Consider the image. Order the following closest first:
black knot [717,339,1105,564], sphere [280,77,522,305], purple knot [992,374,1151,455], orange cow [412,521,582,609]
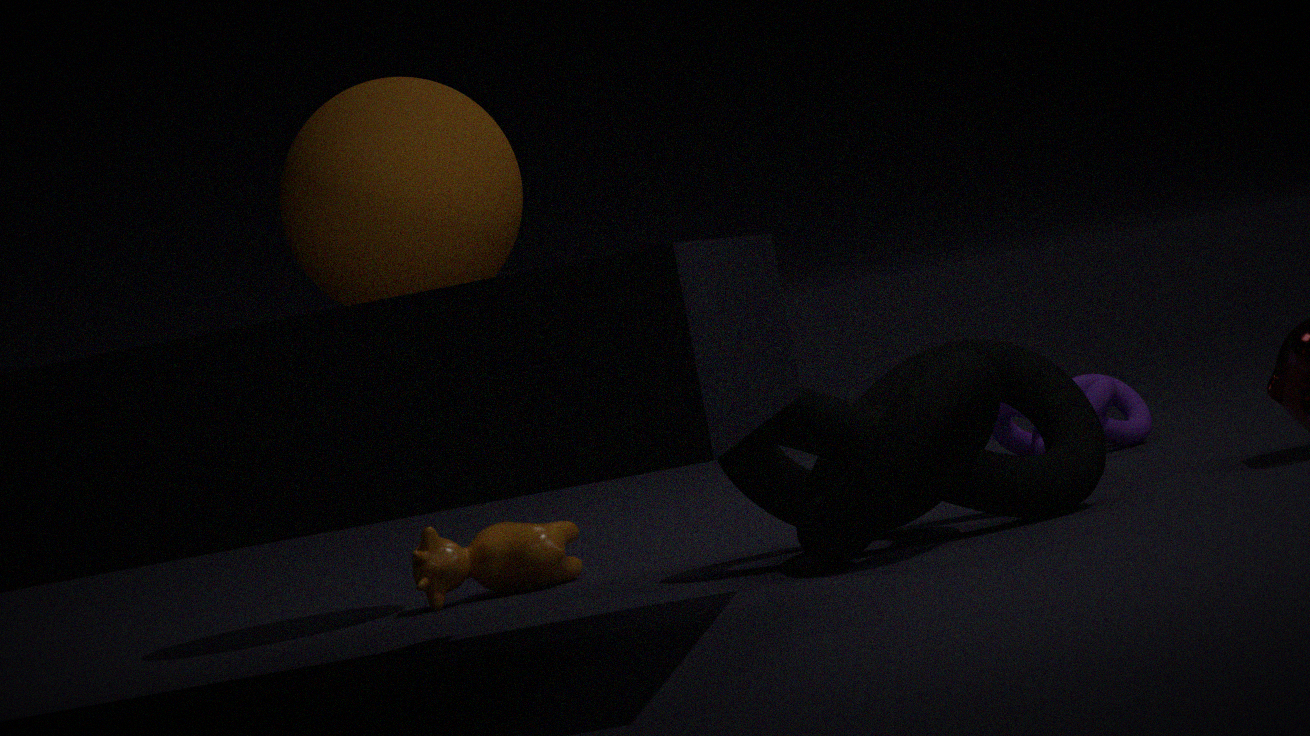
black knot [717,339,1105,564]
sphere [280,77,522,305]
orange cow [412,521,582,609]
purple knot [992,374,1151,455]
